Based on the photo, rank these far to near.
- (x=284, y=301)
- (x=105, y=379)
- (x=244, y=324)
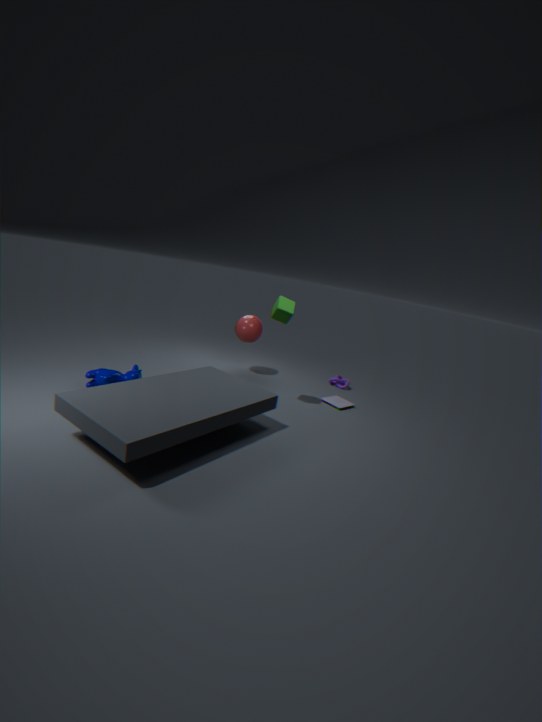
(x=244, y=324) → (x=284, y=301) → (x=105, y=379)
